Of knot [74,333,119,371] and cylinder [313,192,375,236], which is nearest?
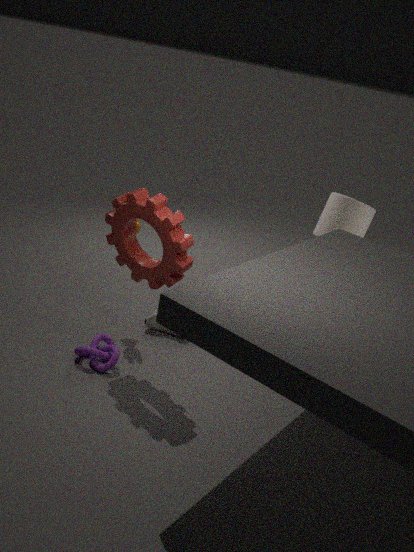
knot [74,333,119,371]
